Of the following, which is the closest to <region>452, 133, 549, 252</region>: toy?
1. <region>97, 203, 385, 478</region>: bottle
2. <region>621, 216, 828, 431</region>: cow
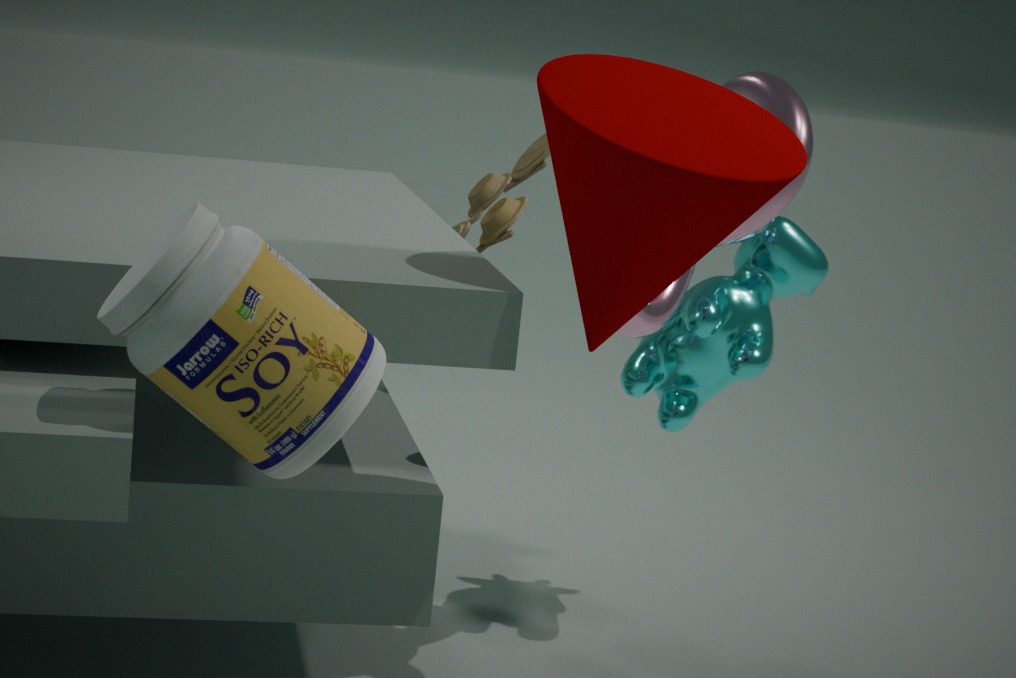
<region>621, 216, 828, 431</region>: cow
